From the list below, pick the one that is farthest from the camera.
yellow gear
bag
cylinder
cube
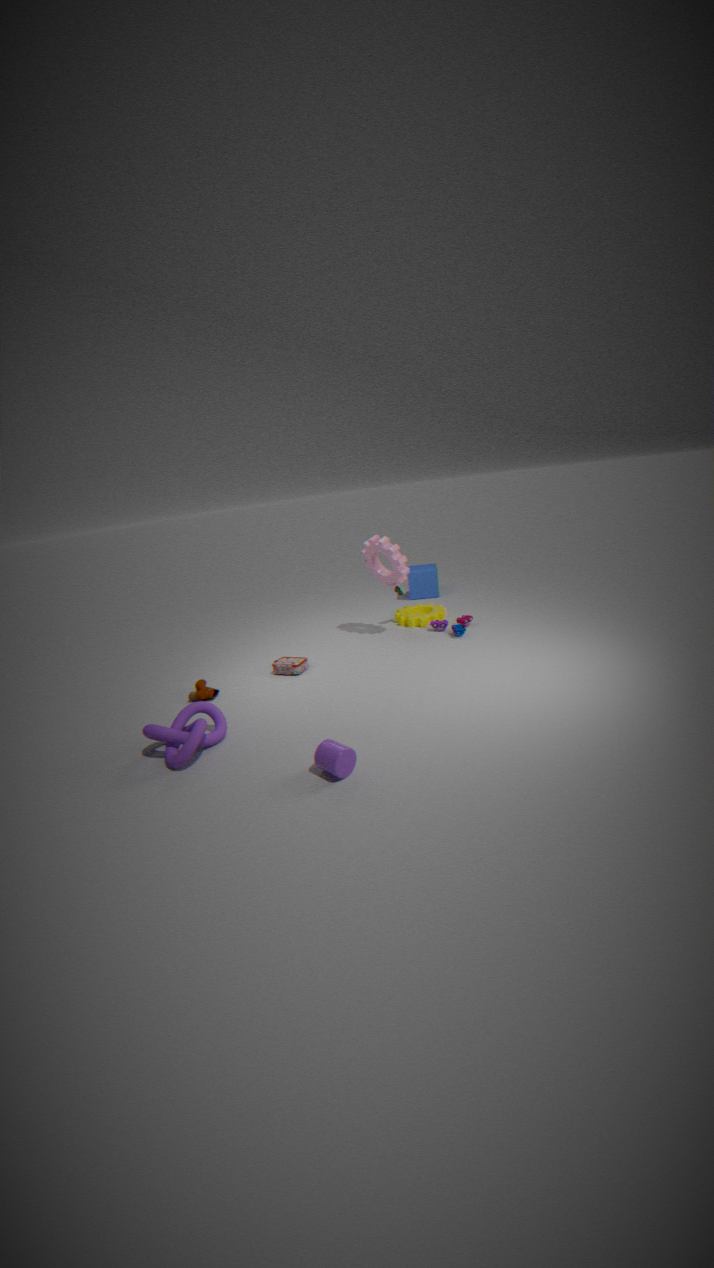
cube
